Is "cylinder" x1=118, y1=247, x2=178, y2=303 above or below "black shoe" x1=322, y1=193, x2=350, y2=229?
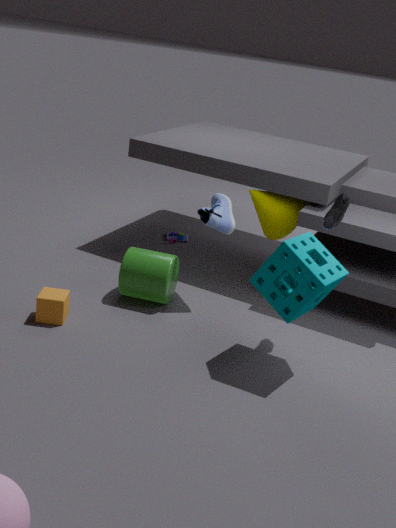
below
